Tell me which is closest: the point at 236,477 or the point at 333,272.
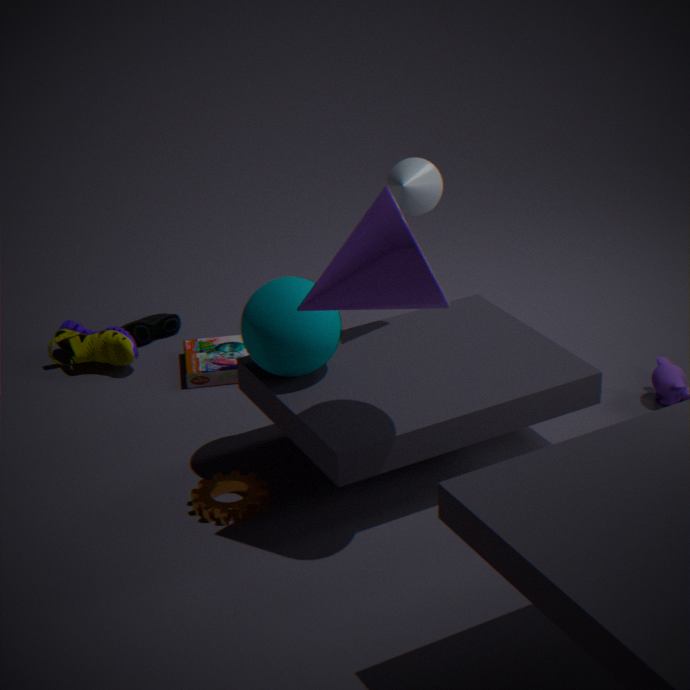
the point at 333,272
